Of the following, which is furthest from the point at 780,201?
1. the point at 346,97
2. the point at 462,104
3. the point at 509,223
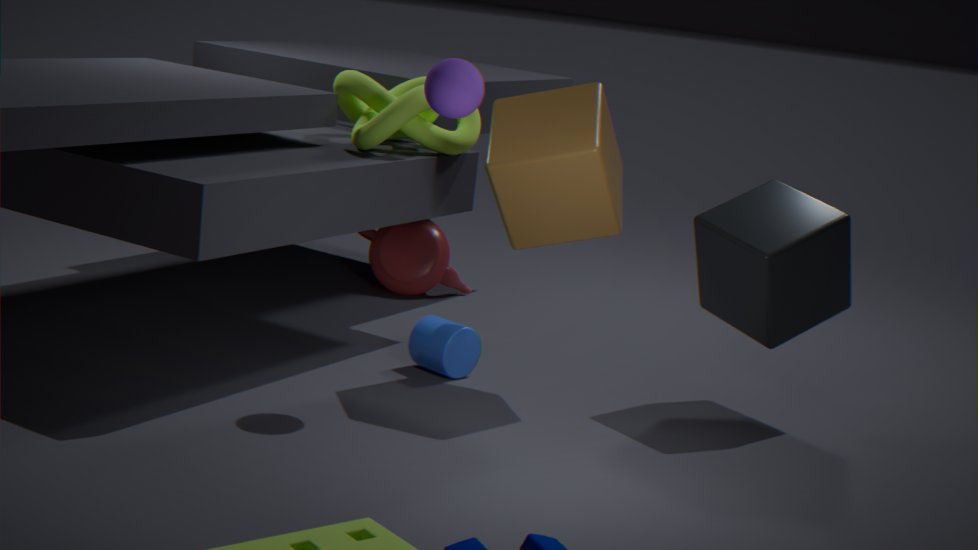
the point at 346,97
